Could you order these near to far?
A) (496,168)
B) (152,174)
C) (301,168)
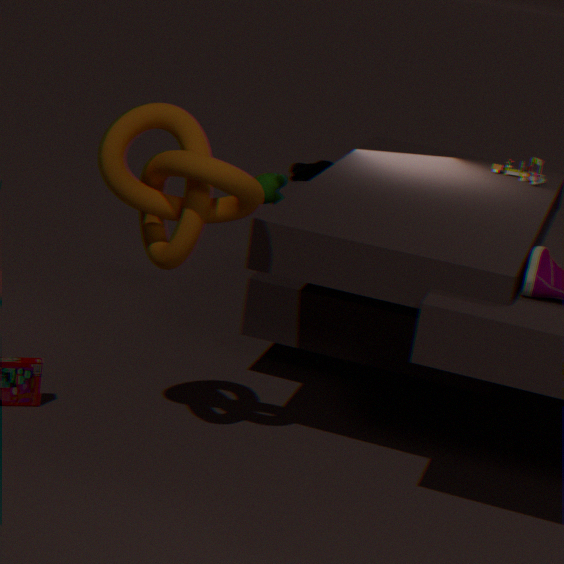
(152,174) < (496,168) < (301,168)
